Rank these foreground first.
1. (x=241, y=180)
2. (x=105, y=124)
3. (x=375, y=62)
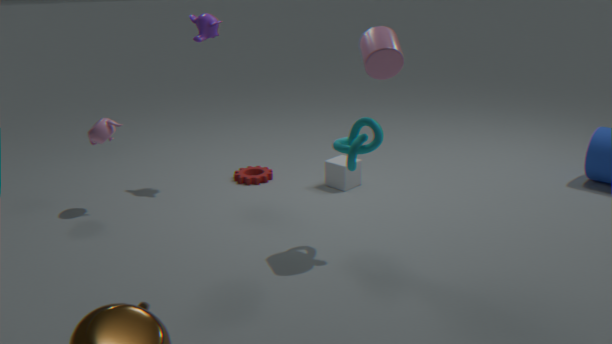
(x=375, y=62) < (x=105, y=124) < (x=241, y=180)
